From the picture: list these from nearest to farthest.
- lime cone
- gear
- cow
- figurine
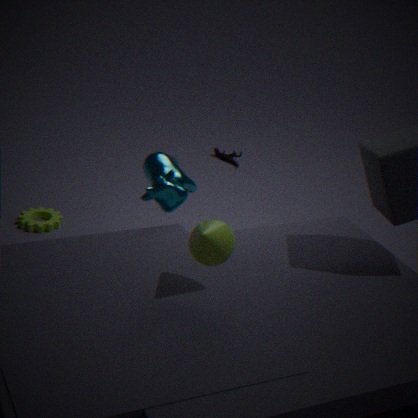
lime cone → cow → gear → figurine
